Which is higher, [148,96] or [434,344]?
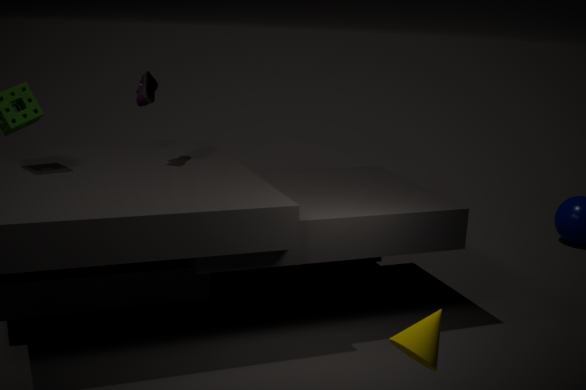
[148,96]
